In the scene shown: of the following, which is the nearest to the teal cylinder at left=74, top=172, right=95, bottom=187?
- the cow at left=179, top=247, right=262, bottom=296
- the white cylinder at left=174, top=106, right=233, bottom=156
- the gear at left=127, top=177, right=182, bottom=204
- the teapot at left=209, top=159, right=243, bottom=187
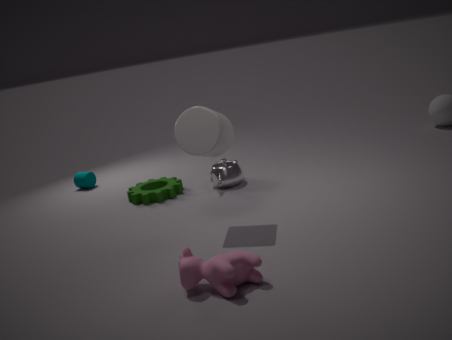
the gear at left=127, top=177, right=182, bottom=204
